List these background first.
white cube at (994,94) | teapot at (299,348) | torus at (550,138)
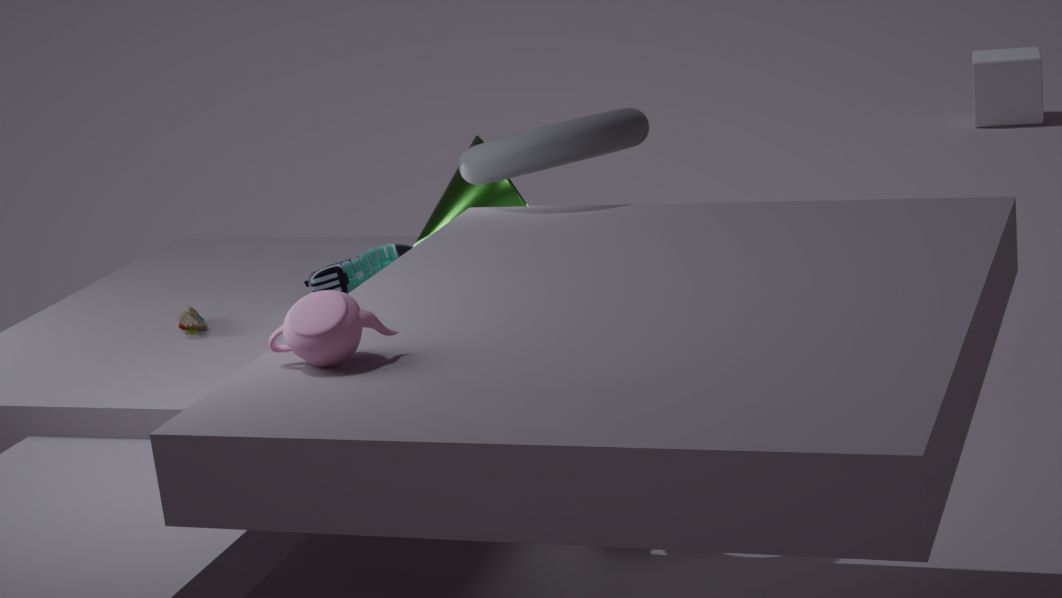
white cube at (994,94)
torus at (550,138)
teapot at (299,348)
